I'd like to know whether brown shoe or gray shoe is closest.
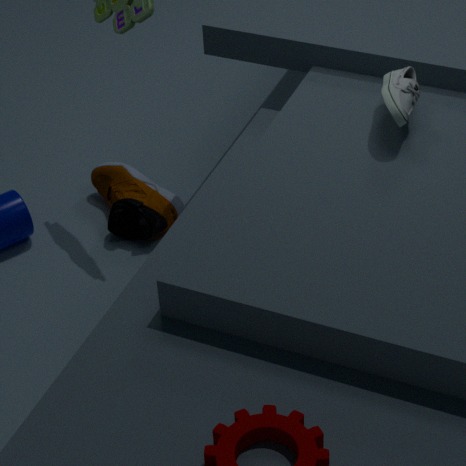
gray shoe
